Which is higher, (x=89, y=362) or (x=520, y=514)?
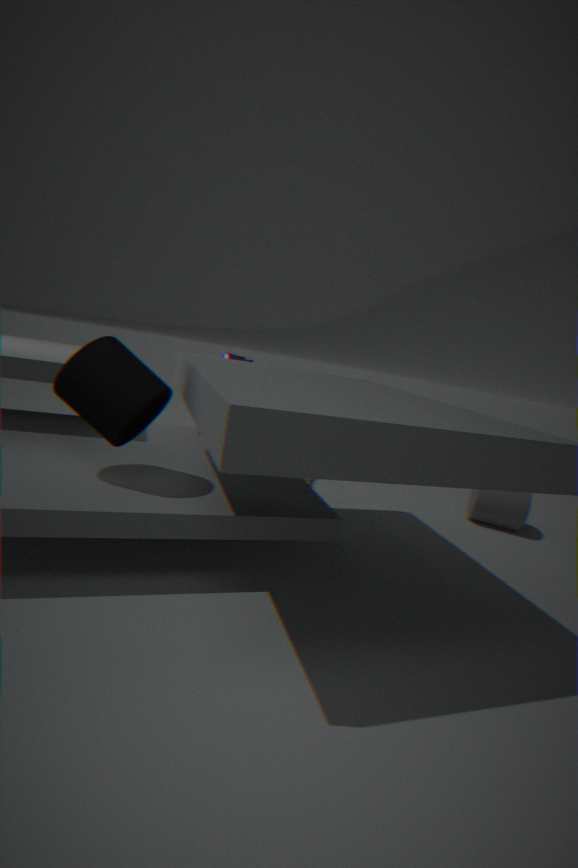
(x=89, y=362)
